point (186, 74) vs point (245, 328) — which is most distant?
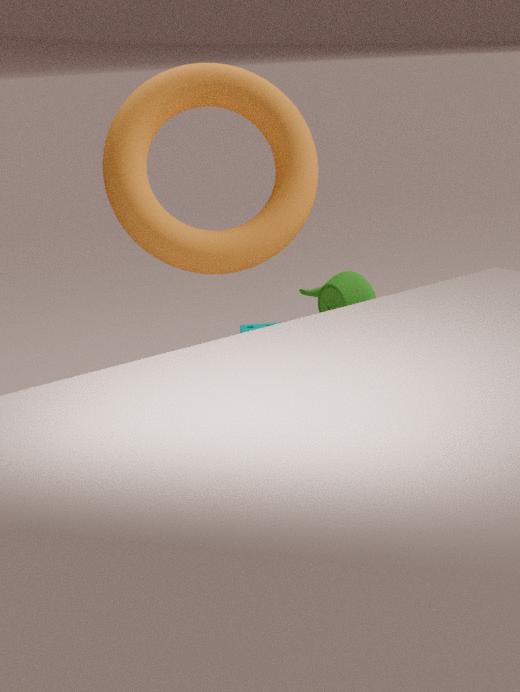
point (245, 328)
